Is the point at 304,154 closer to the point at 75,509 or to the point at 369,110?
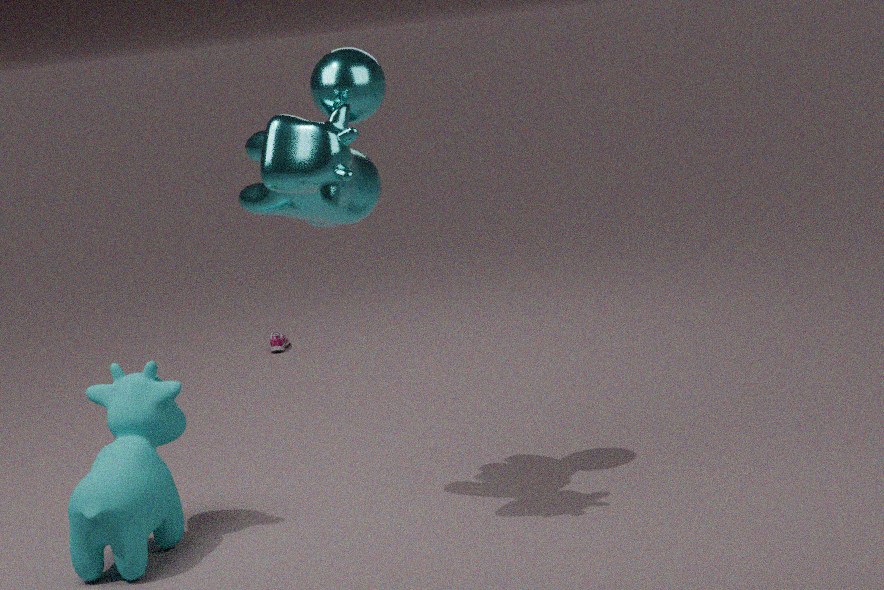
the point at 369,110
